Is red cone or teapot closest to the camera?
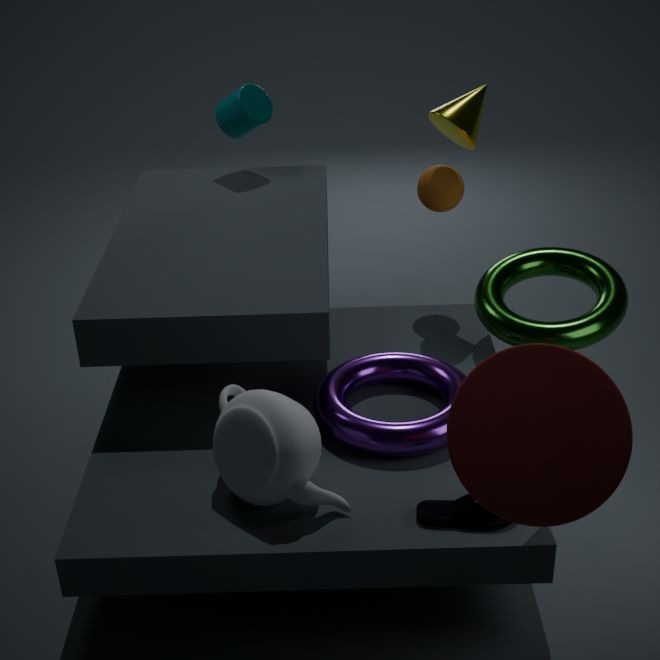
red cone
